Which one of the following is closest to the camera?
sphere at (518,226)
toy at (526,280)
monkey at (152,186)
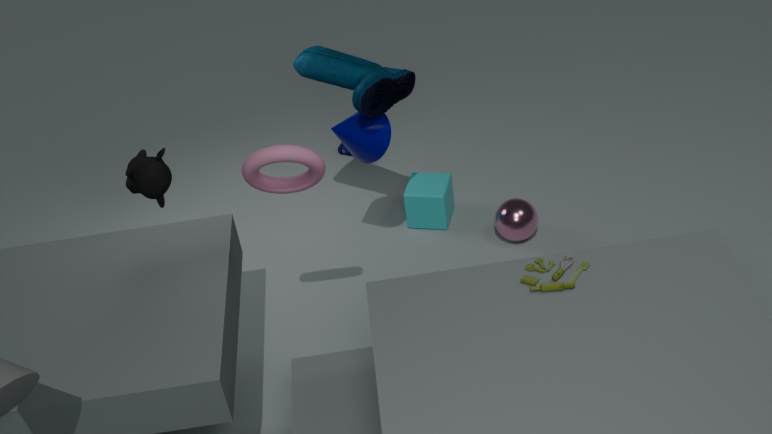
toy at (526,280)
